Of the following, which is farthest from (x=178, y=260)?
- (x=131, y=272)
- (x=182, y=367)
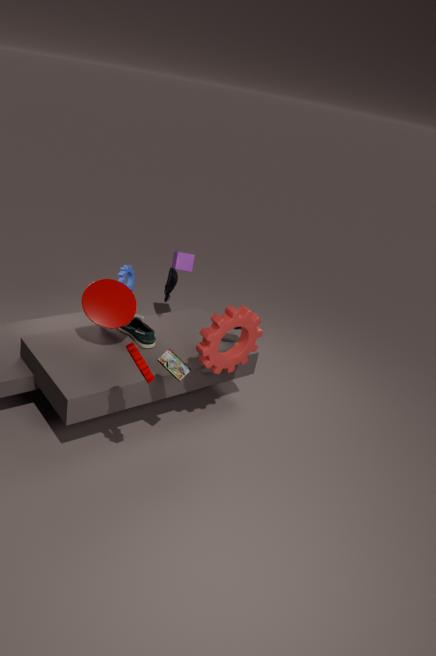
(x=182, y=367)
